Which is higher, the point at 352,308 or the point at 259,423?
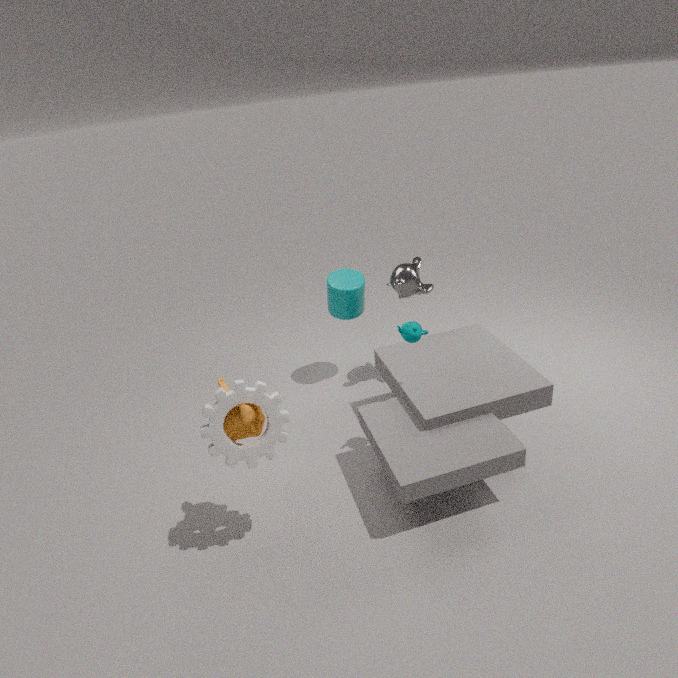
the point at 259,423
